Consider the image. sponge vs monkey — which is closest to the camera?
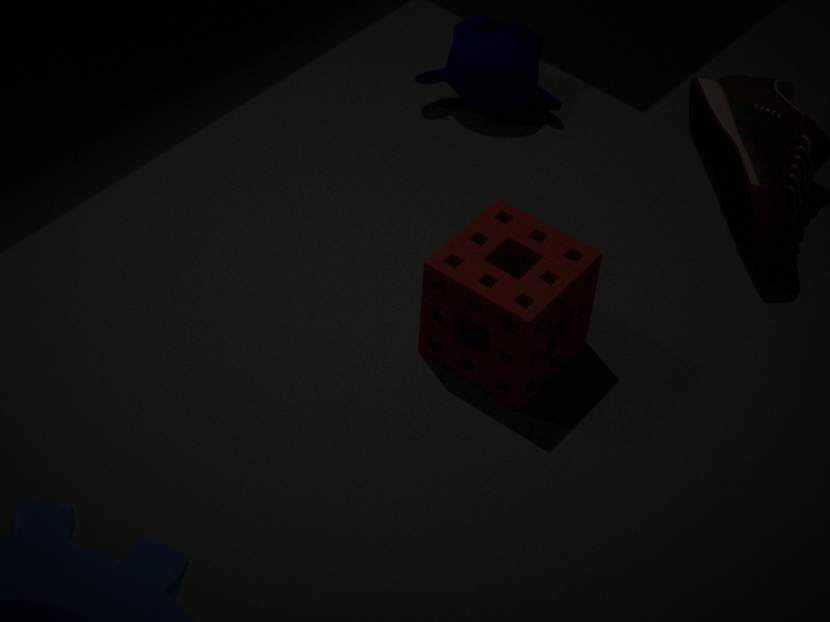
sponge
